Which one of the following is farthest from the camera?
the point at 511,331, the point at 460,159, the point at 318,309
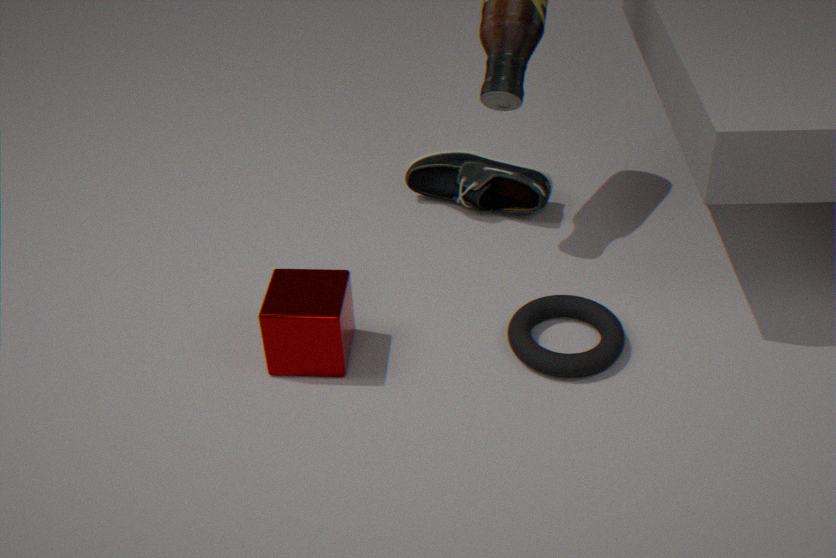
the point at 460,159
